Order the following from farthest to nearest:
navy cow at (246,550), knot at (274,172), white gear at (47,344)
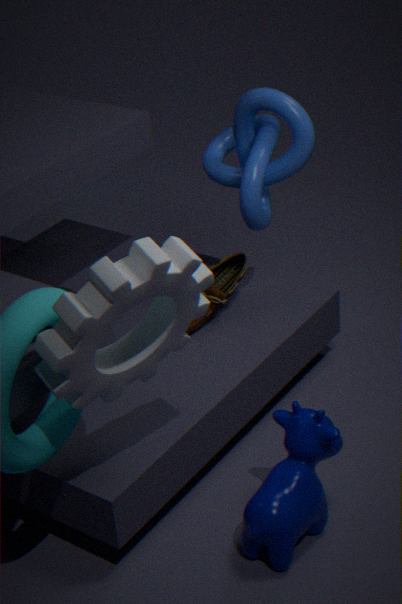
knot at (274,172) → navy cow at (246,550) → white gear at (47,344)
